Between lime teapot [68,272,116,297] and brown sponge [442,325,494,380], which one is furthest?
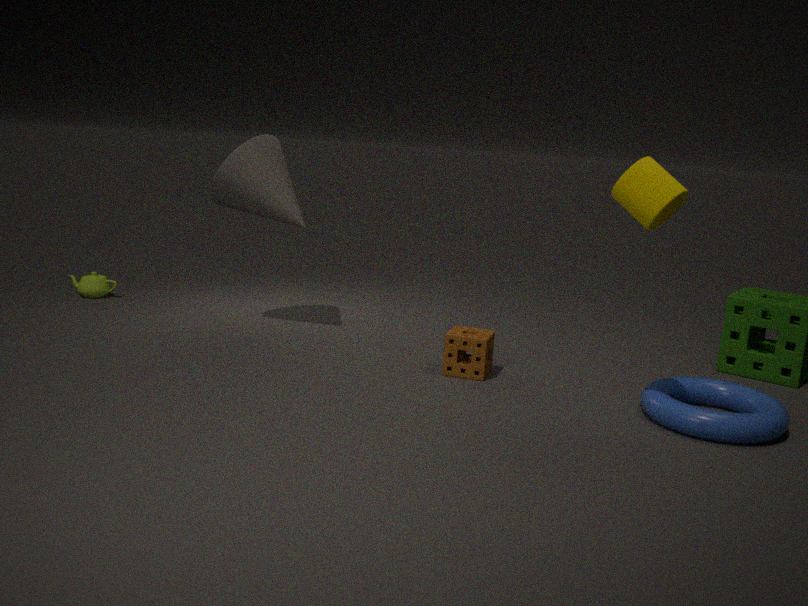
lime teapot [68,272,116,297]
